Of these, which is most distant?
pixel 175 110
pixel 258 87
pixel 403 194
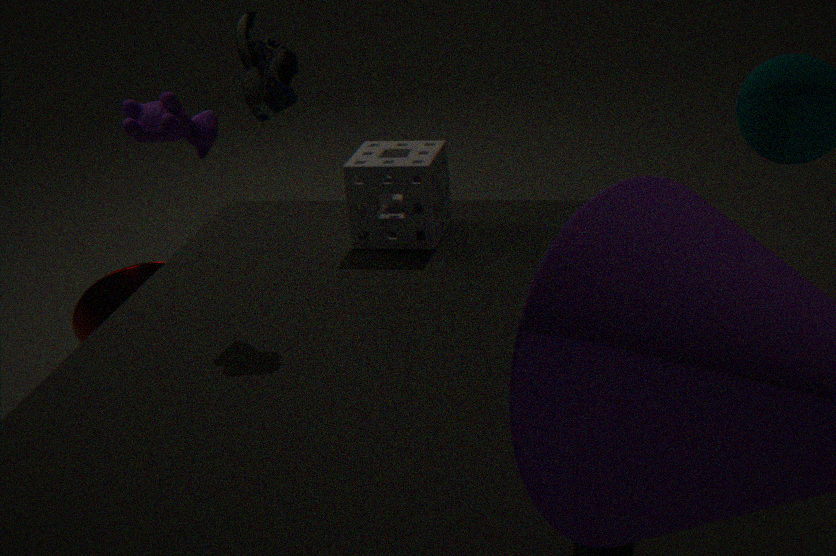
pixel 175 110
